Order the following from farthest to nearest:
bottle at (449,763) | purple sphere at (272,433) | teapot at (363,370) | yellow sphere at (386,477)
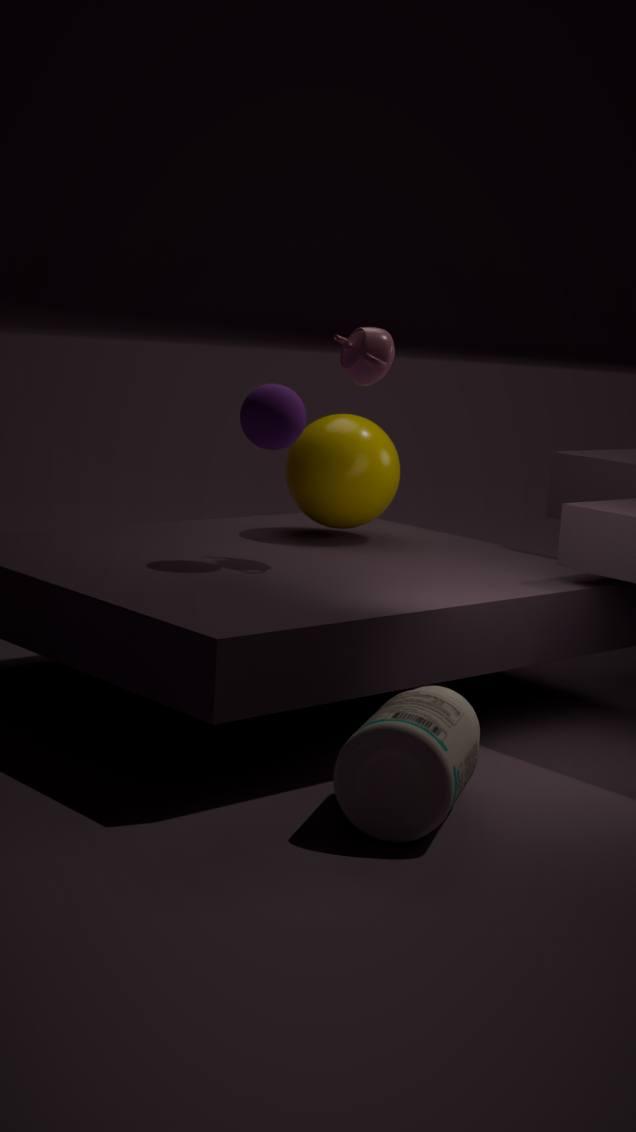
1. yellow sphere at (386,477)
2. teapot at (363,370)
3. purple sphere at (272,433)
4. bottle at (449,763)
